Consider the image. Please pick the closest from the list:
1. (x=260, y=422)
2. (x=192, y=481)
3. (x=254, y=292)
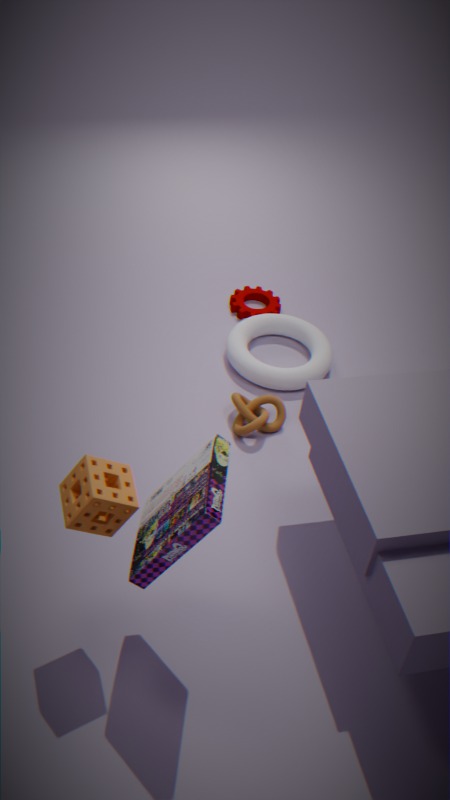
(x=192, y=481)
